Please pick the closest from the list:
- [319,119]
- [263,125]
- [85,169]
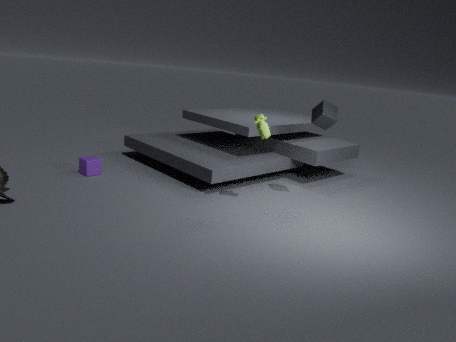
[263,125]
